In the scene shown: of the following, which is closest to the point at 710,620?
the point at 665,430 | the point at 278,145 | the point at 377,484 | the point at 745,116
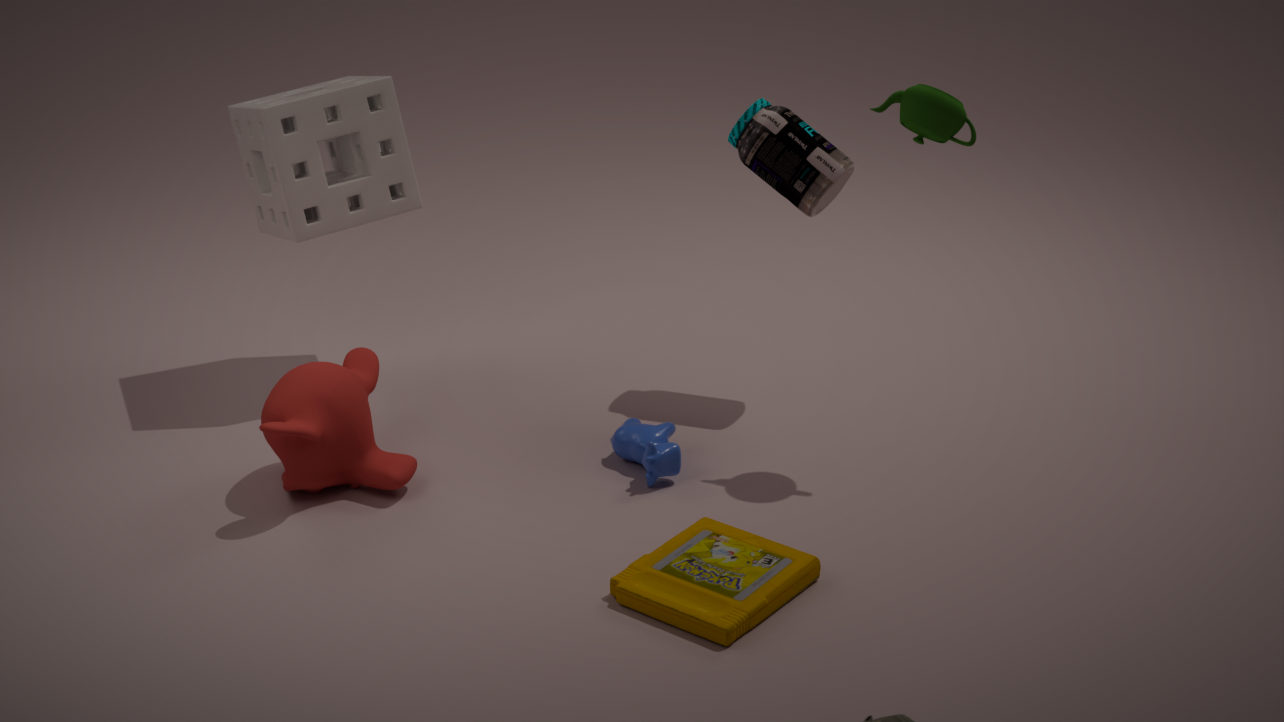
the point at 665,430
